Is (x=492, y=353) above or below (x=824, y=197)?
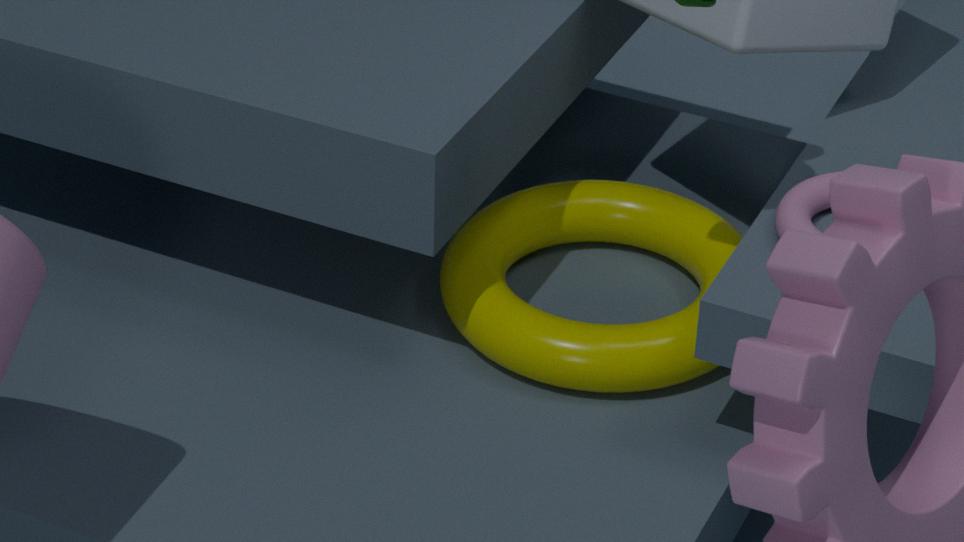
below
